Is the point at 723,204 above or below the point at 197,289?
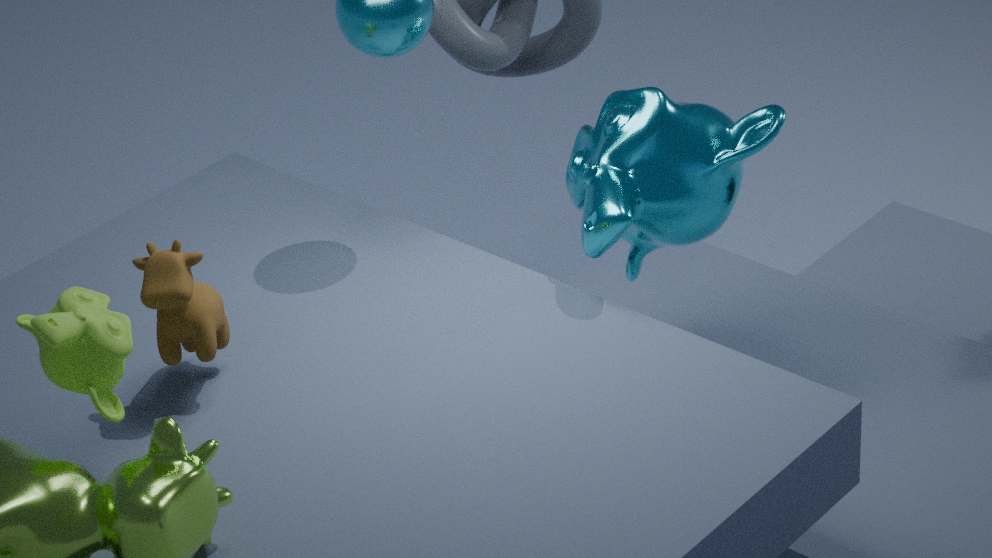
below
